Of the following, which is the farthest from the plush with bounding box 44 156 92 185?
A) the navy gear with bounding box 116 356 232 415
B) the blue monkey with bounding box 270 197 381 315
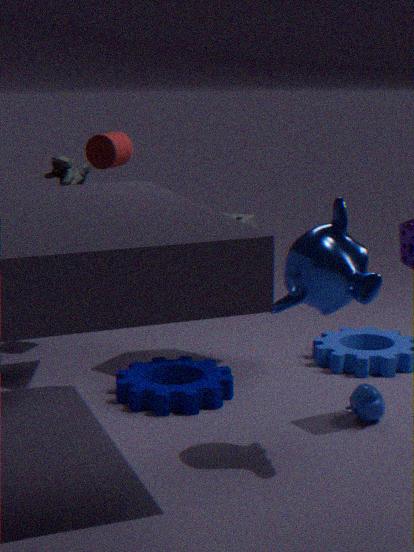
the blue monkey with bounding box 270 197 381 315
